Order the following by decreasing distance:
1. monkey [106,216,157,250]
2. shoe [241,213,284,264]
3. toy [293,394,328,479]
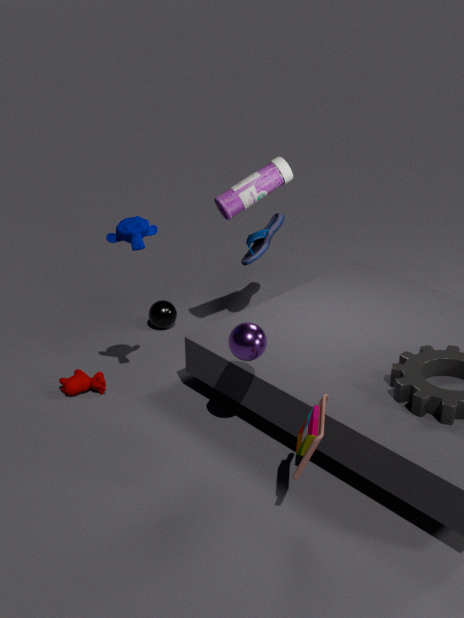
1. shoe [241,213,284,264]
2. monkey [106,216,157,250]
3. toy [293,394,328,479]
